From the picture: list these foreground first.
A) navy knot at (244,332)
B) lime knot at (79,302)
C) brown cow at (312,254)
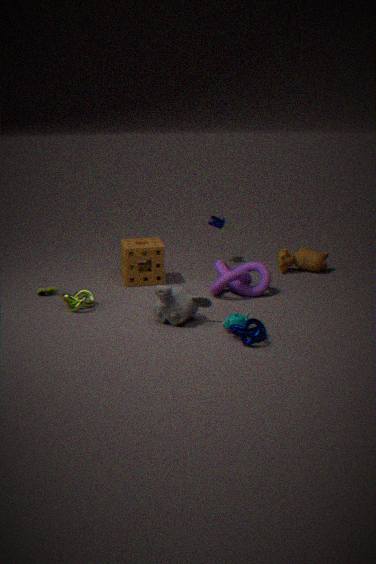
navy knot at (244,332) → lime knot at (79,302) → brown cow at (312,254)
